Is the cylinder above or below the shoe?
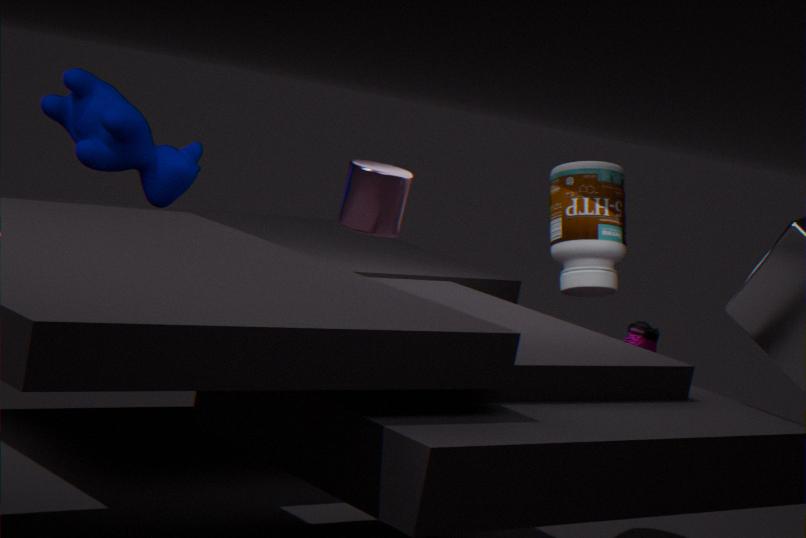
above
